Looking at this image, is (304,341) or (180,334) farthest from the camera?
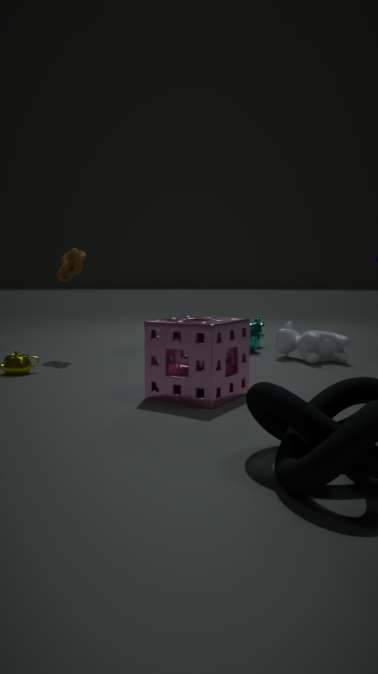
(304,341)
